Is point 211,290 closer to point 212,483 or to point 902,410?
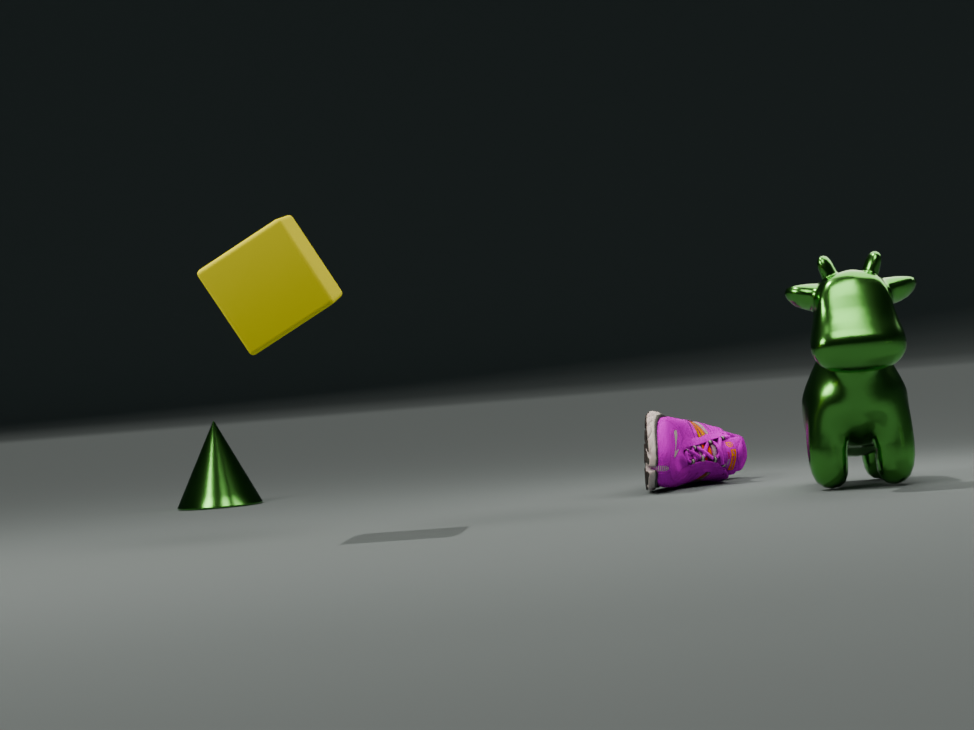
point 902,410
